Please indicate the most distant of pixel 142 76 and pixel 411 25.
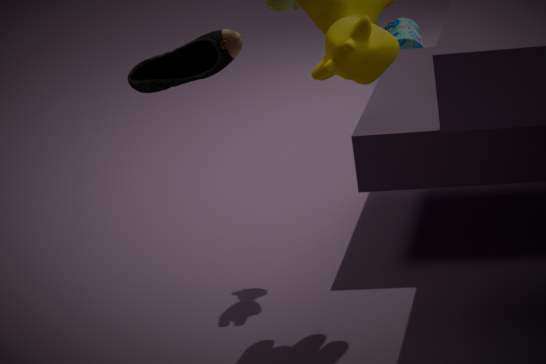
pixel 411 25
